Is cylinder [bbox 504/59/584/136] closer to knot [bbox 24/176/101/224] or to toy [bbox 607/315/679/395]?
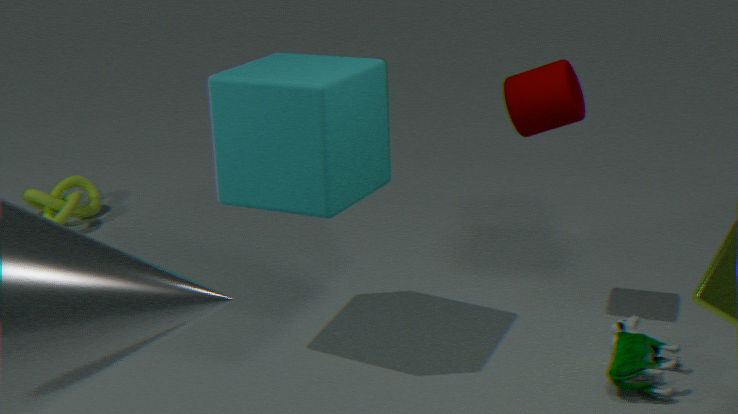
toy [bbox 607/315/679/395]
